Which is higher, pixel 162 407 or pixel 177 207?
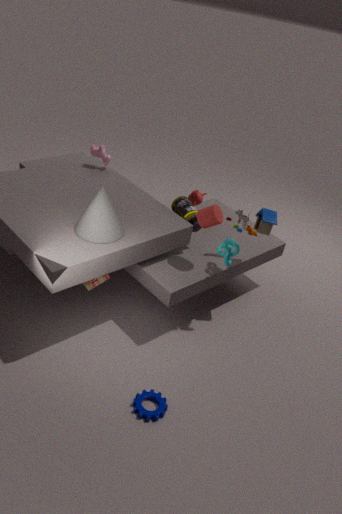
pixel 177 207
